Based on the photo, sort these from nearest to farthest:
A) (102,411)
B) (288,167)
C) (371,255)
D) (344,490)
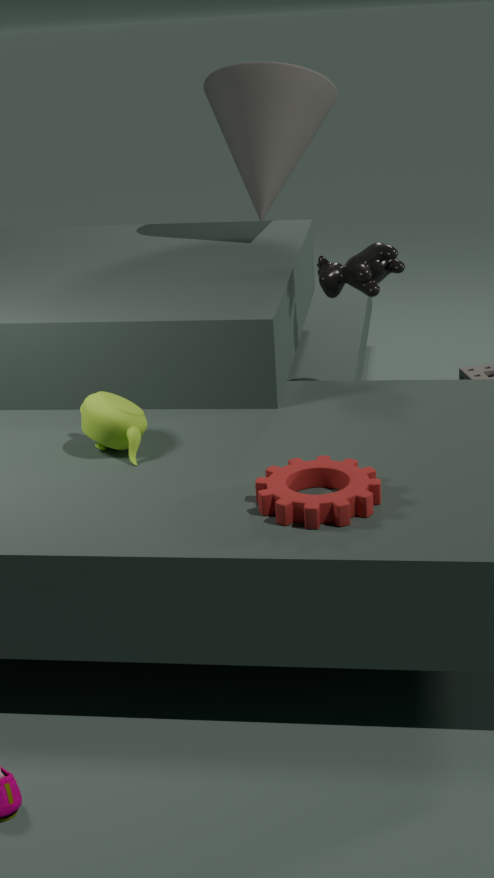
1. (344,490)
2. (102,411)
3. (371,255)
4. (288,167)
